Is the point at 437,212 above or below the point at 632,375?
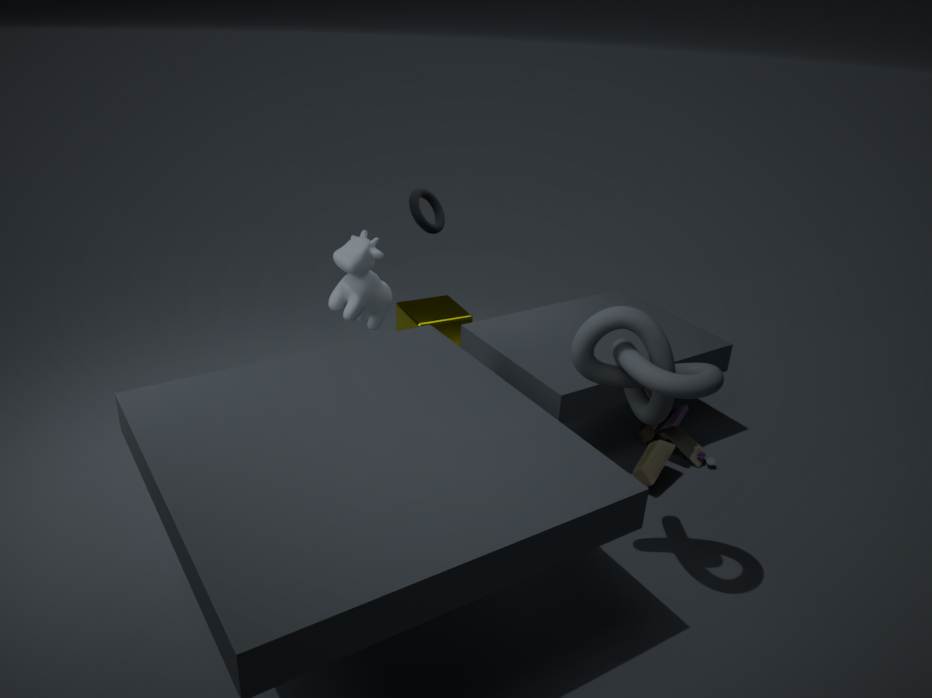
above
